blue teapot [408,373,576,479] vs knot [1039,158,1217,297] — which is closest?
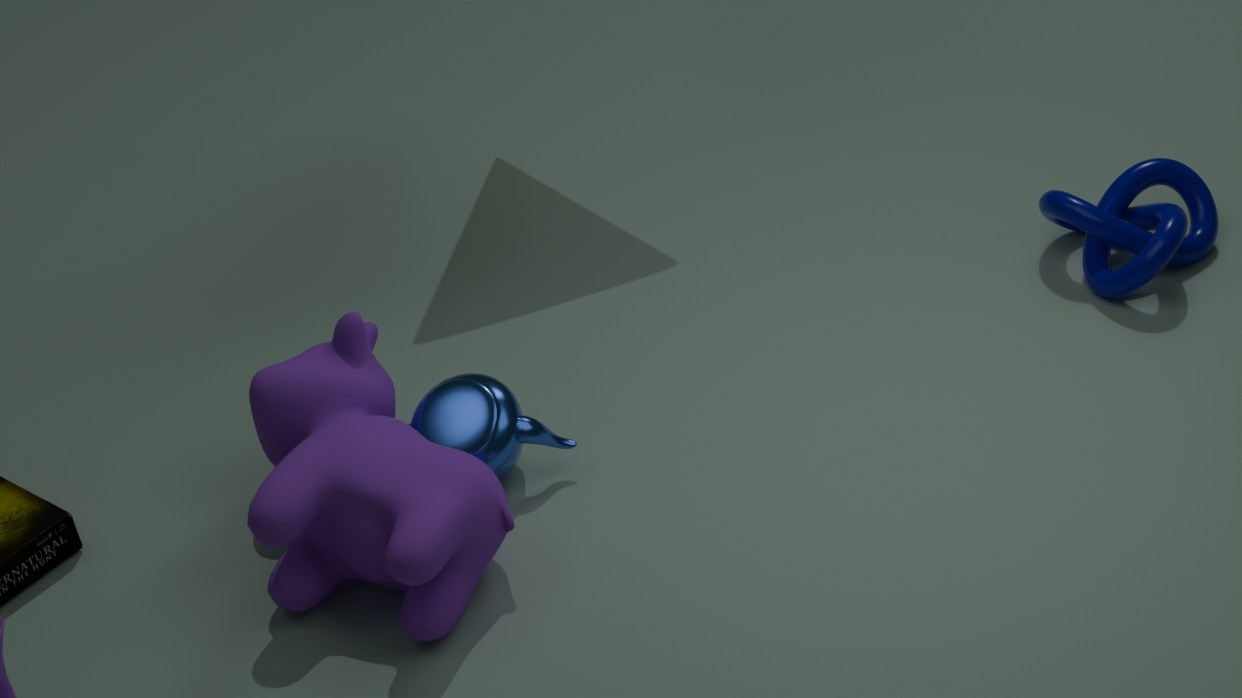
blue teapot [408,373,576,479]
